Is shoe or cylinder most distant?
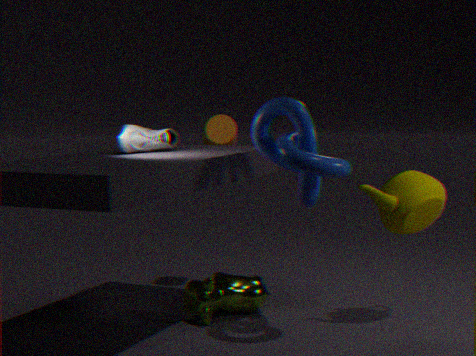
cylinder
